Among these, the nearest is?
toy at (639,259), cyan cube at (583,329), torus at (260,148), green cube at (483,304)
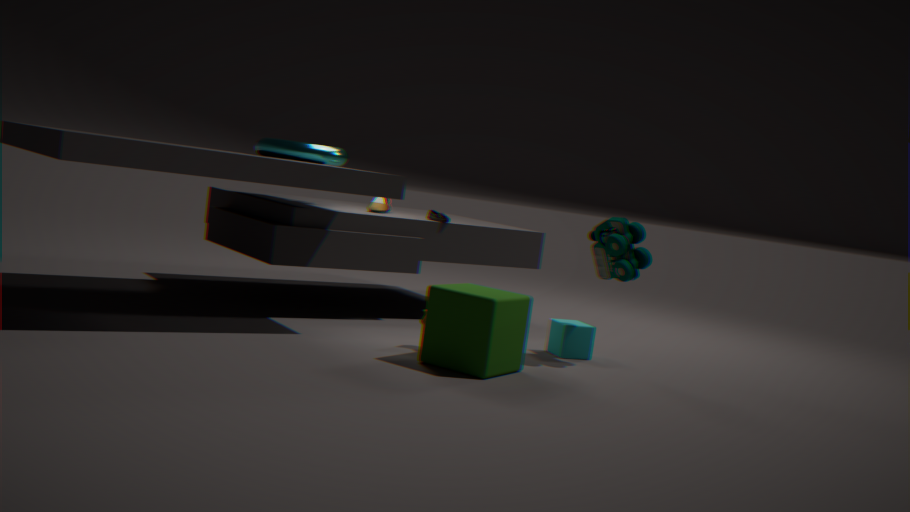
green cube at (483,304)
